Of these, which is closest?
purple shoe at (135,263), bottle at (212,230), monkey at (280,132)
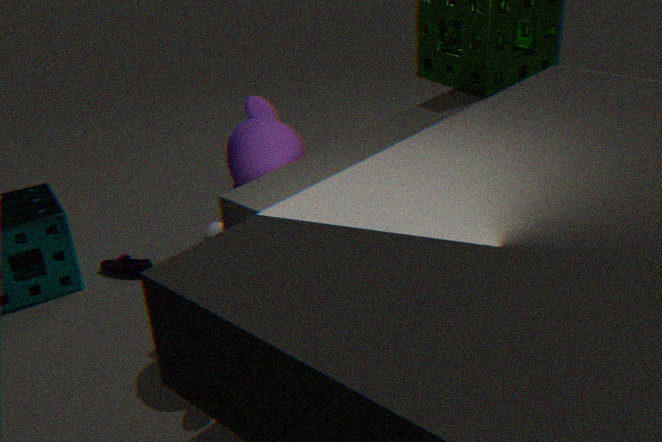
monkey at (280,132)
